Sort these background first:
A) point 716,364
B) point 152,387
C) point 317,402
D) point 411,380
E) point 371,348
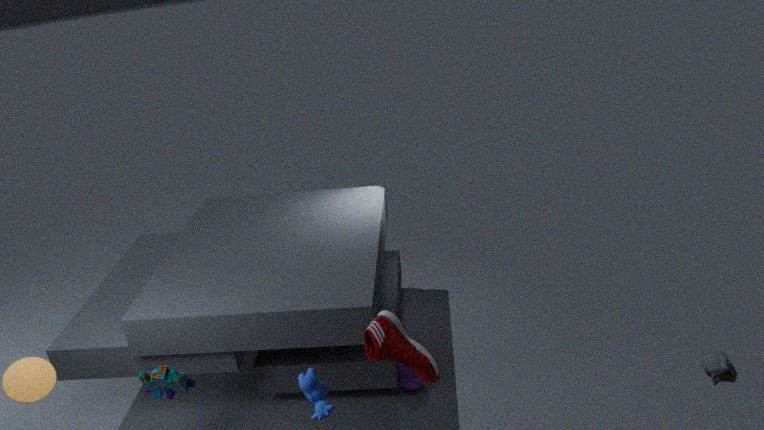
point 411,380 < point 716,364 < point 152,387 < point 317,402 < point 371,348
